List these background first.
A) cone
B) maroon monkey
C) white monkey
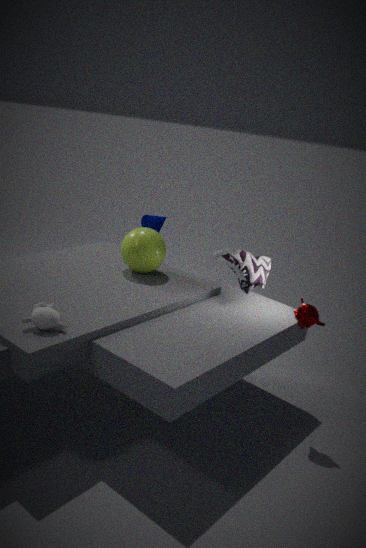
cone < maroon monkey < white monkey
